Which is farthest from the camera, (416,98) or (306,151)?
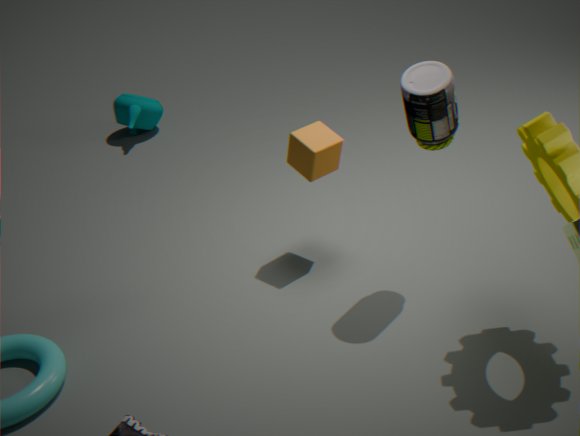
(306,151)
